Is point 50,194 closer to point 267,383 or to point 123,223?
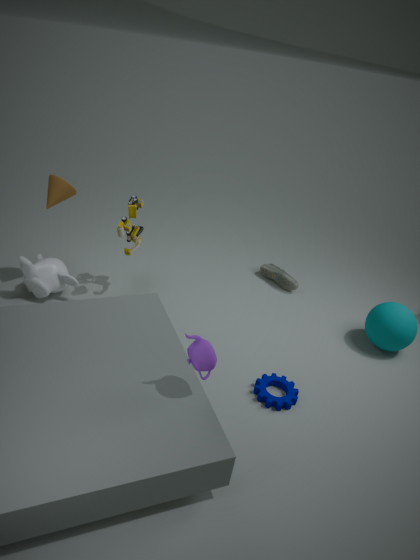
point 123,223
